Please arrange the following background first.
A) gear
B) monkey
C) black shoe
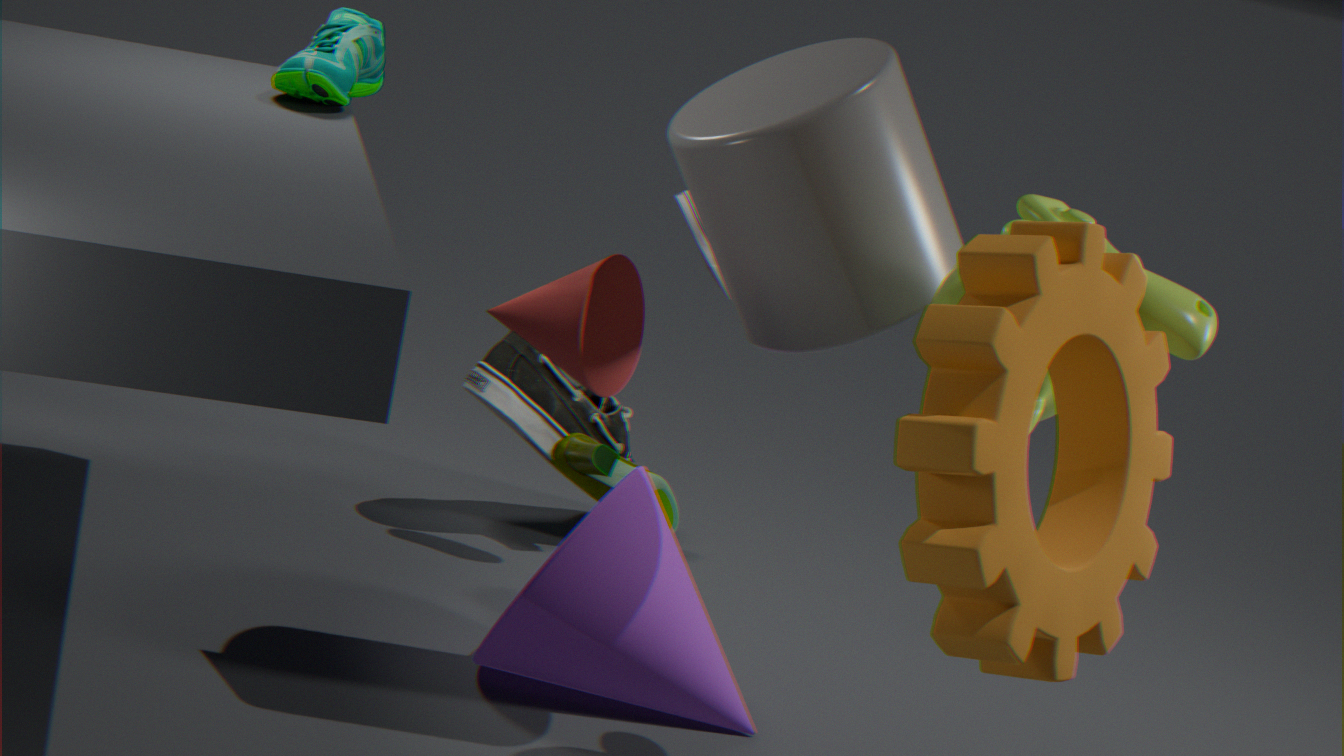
black shoe → monkey → gear
